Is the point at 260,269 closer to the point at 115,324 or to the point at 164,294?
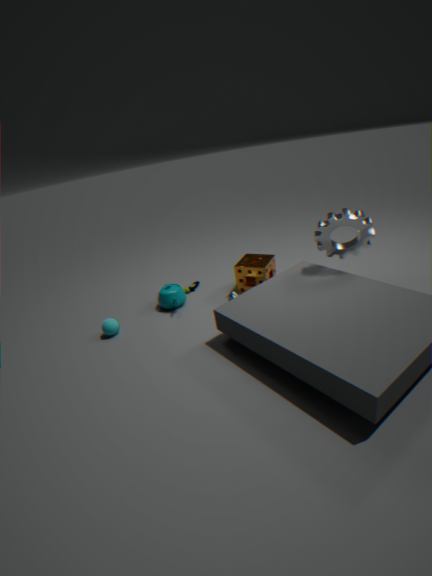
the point at 164,294
